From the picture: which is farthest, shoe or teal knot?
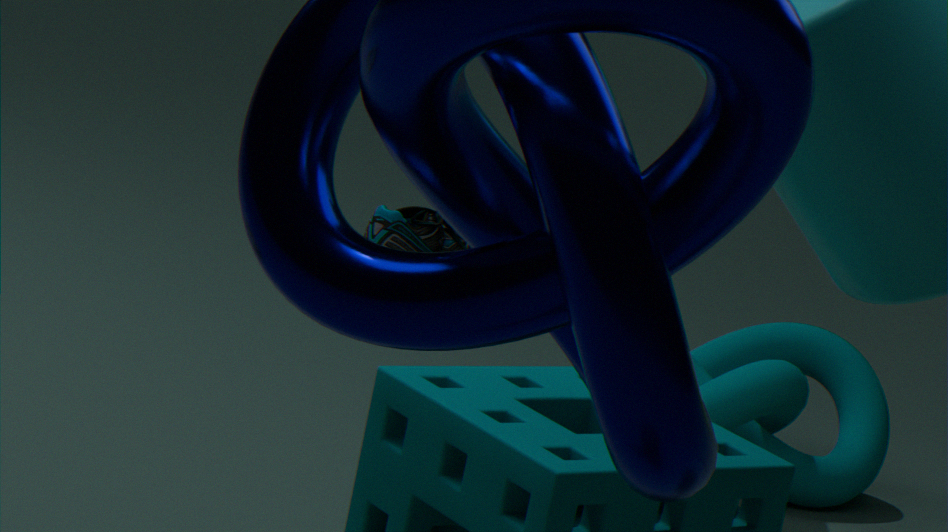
shoe
